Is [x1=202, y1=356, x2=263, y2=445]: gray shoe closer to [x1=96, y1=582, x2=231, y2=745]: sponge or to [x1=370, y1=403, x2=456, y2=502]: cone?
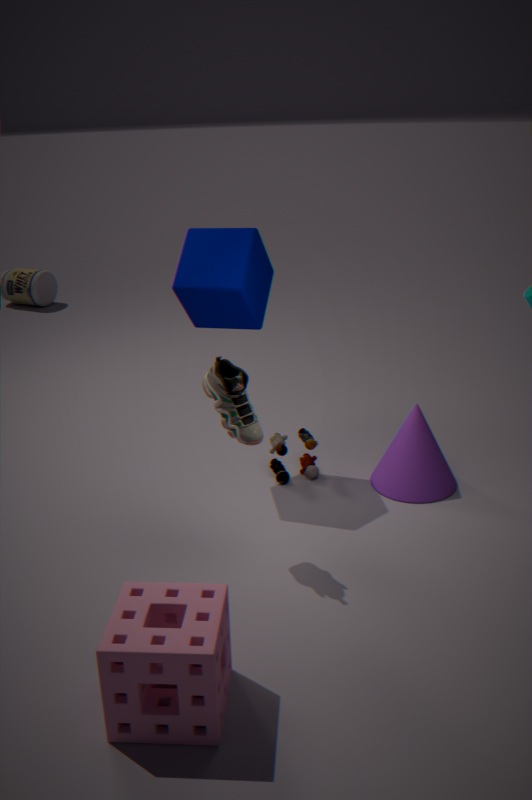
[x1=96, y1=582, x2=231, y2=745]: sponge
